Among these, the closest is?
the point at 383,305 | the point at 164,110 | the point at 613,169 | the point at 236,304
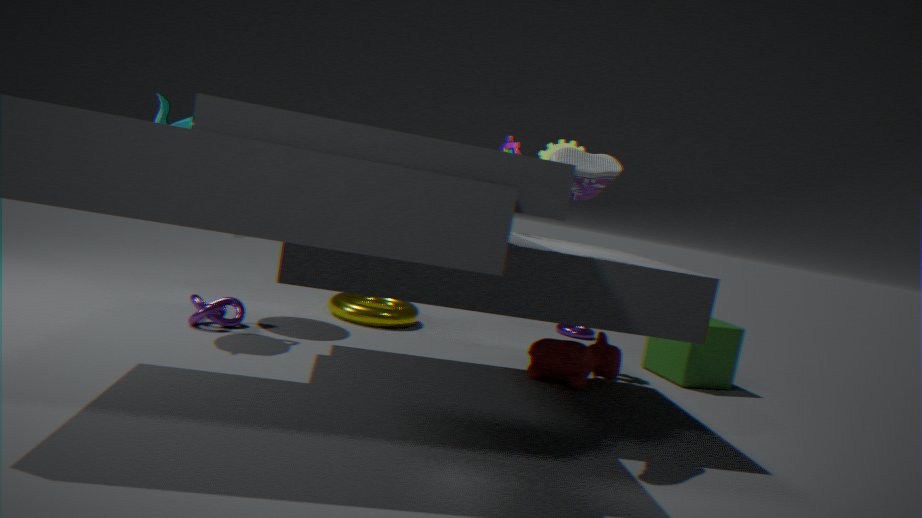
the point at 613,169
